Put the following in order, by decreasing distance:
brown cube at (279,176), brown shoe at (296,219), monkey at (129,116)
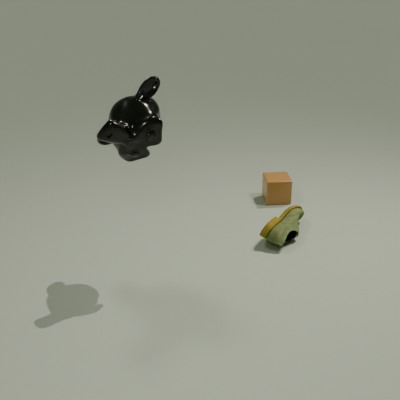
brown cube at (279,176) → brown shoe at (296,219) → monkey at (129,116)
